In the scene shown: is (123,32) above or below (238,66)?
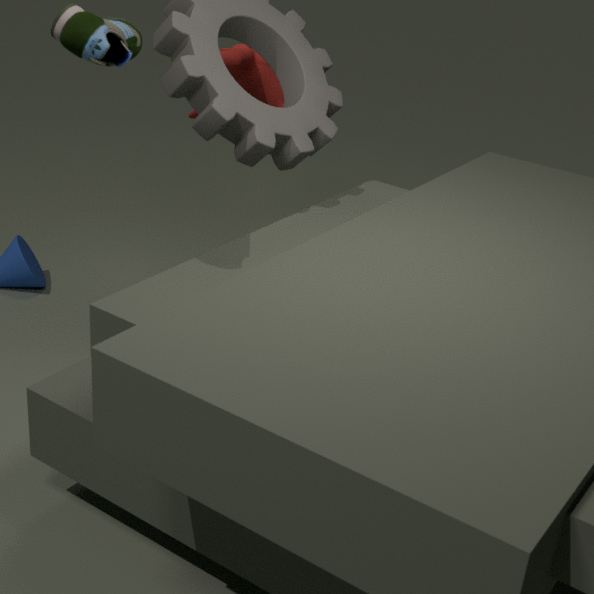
above
